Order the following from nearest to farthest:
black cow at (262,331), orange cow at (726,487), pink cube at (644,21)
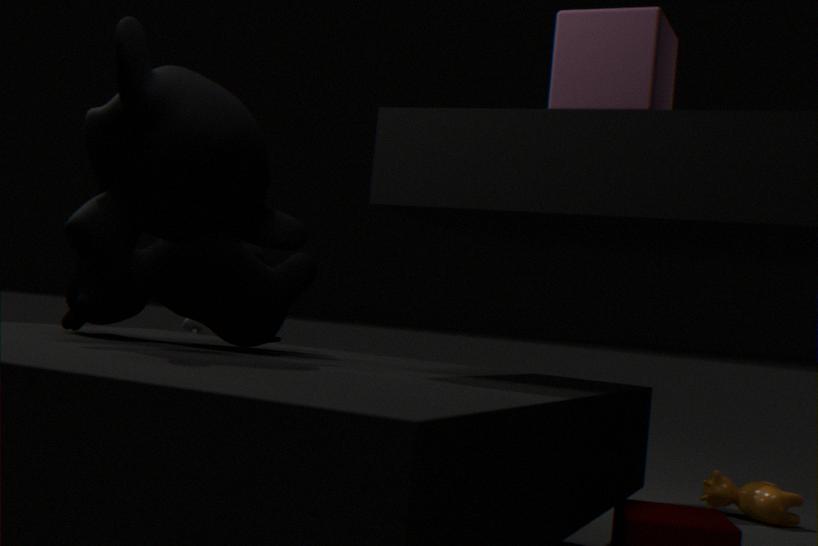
pink cube at (644,21) < black cow at (262,331) < orange cow at (726,487)
